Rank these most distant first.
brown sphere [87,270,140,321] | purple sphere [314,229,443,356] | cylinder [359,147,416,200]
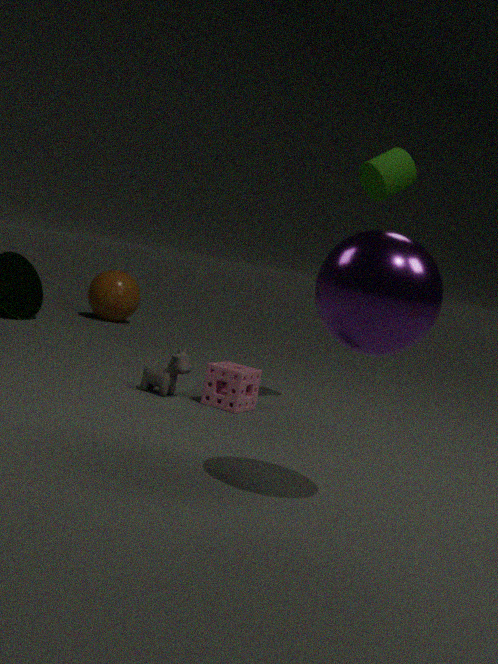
1. brown sphere [87,270,140,321]
2. cylinder [359,147,416,200]
3. purple sphere [314,229,443,356]
